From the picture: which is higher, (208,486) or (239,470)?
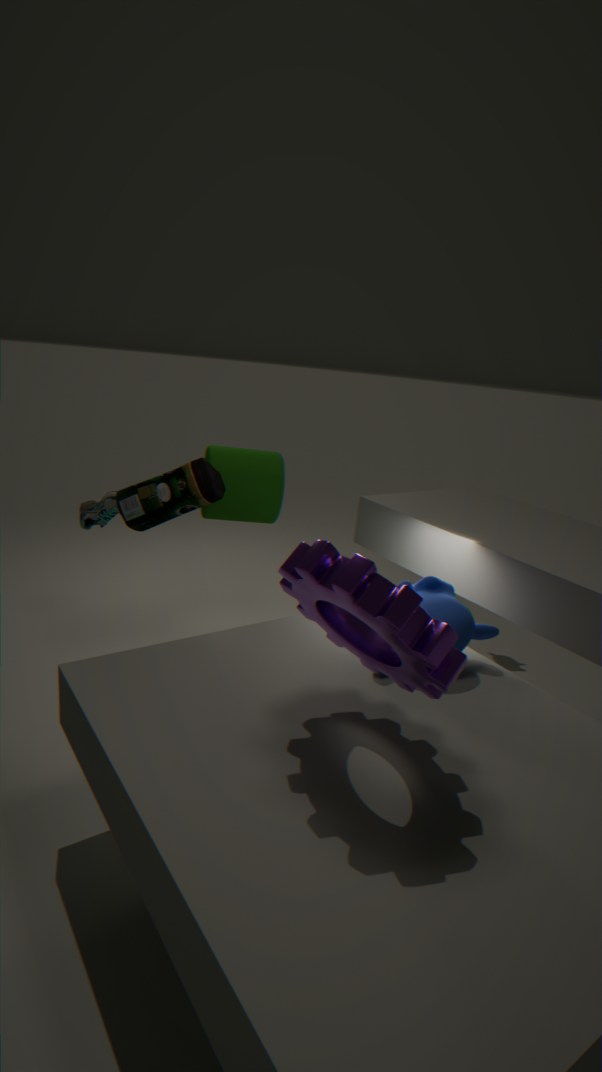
Answer: (208,486)
